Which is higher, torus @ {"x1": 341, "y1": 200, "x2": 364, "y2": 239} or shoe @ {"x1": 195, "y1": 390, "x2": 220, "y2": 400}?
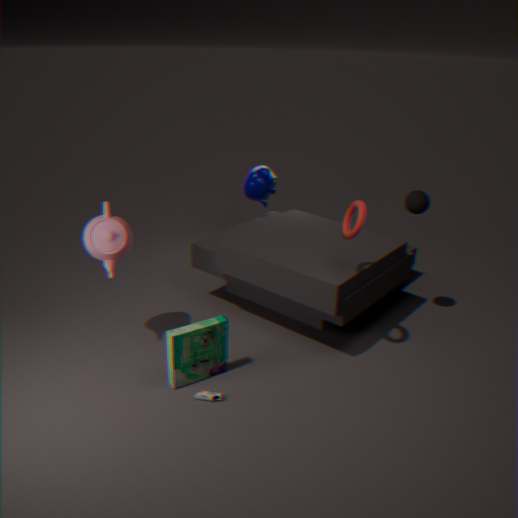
torus @ {"x1": 341, "y1": 200, "x2": 364, "y2": 239}
